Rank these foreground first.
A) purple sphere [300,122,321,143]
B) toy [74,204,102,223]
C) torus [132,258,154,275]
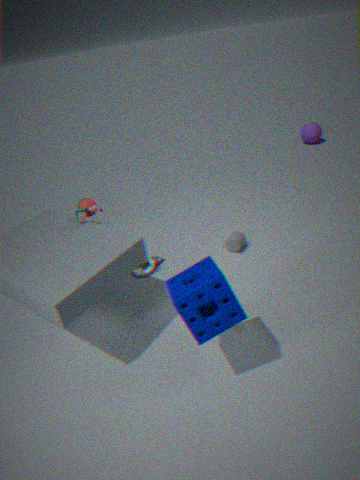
1. toy [74,204,102,223]
2. torus [132,258,154,275]
3. purple sphere [300,122,321,143]
